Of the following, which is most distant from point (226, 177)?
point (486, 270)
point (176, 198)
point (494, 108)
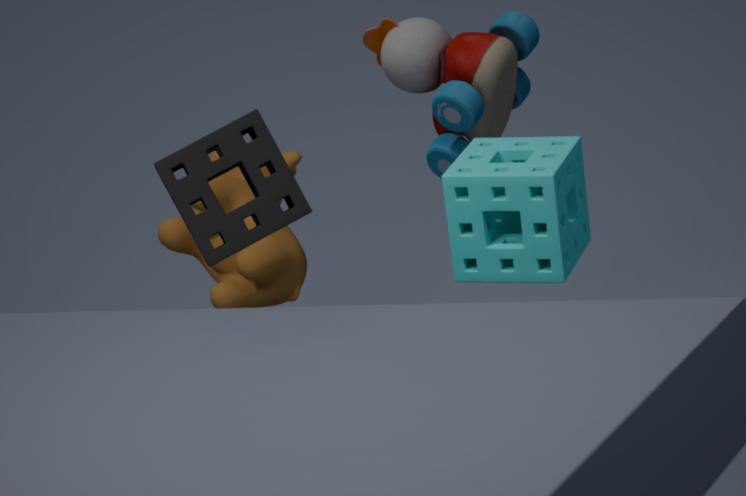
point (486, 270)
